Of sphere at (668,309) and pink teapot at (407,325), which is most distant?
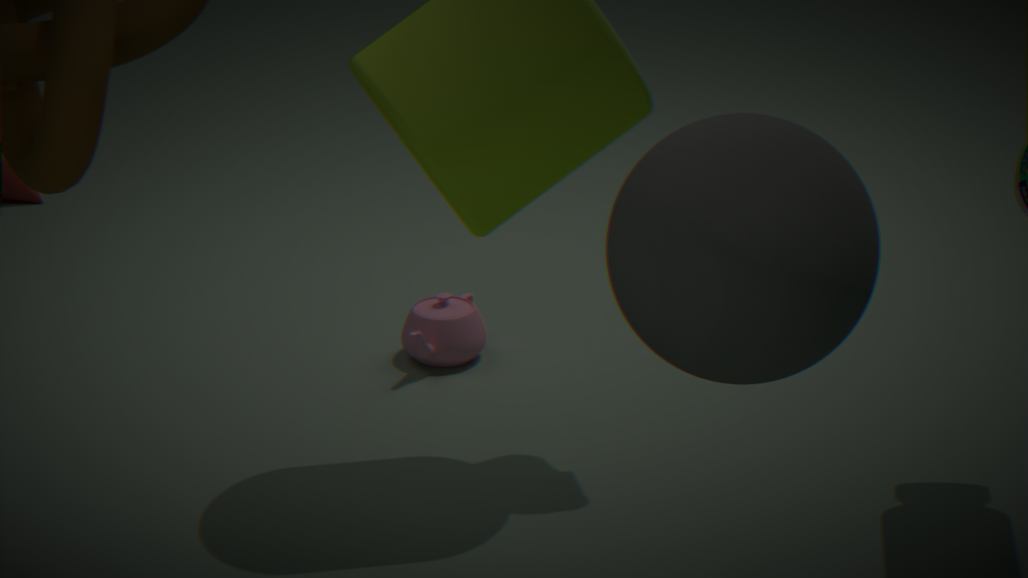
pink teapot at (407,325)
